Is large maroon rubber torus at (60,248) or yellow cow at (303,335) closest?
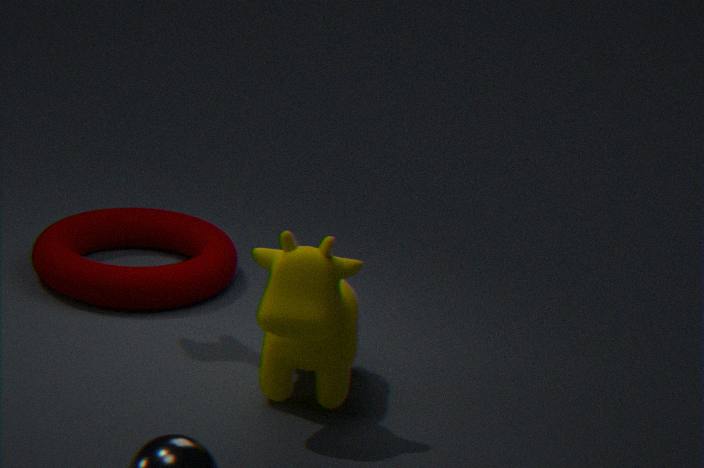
yellow cow at (303,335)
